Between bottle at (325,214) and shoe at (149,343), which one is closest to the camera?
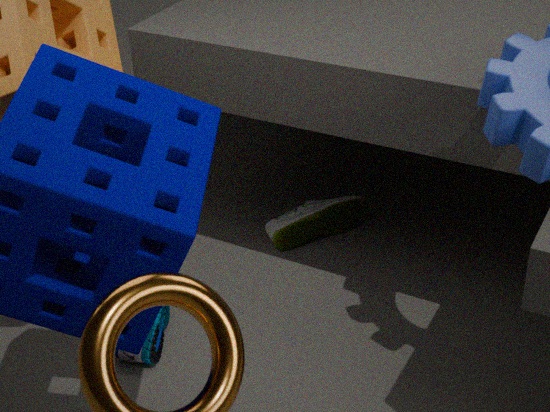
shoe at (149,343)
